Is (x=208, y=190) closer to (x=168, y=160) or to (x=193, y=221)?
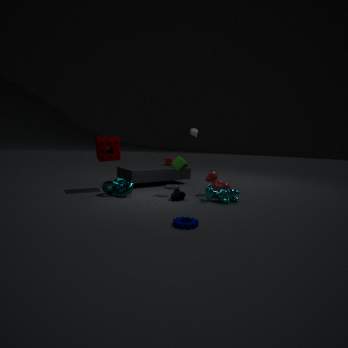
(x=193, y=221)
